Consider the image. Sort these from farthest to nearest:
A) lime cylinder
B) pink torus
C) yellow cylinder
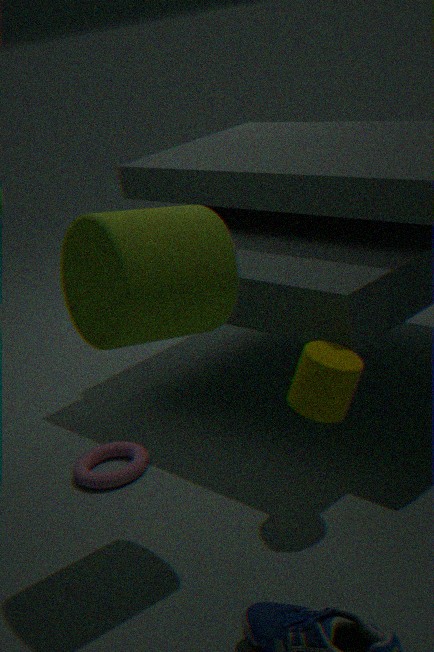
pink torus
yellow cylinder
lime cylinder
